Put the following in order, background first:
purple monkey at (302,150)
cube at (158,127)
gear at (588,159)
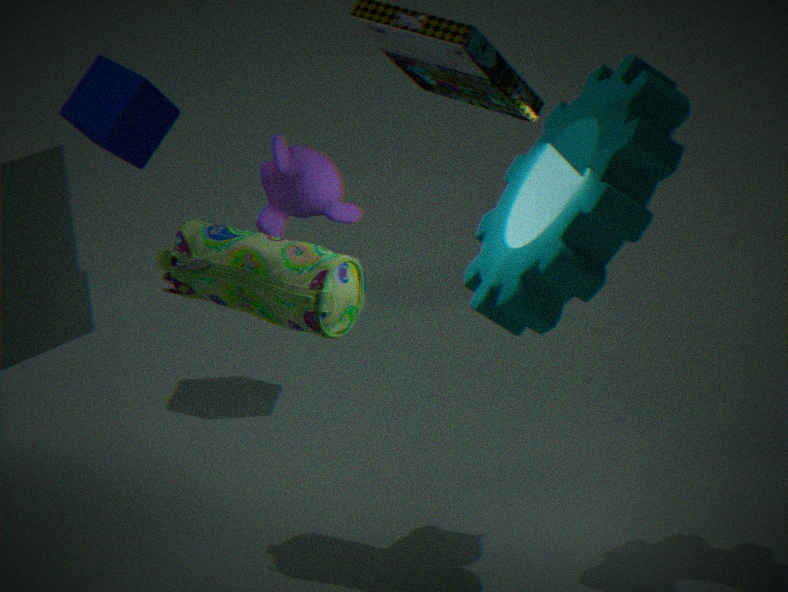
cube at (158,127)
purple monkey at (302,150)
gear at (588,159)
